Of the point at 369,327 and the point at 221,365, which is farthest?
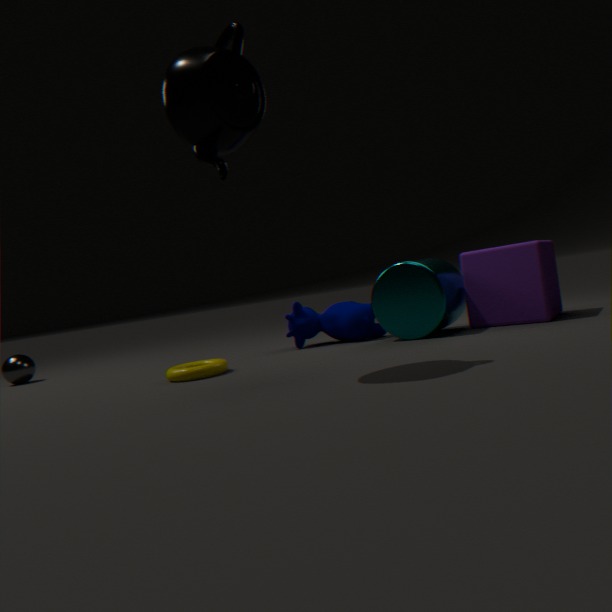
the point at 369,327
